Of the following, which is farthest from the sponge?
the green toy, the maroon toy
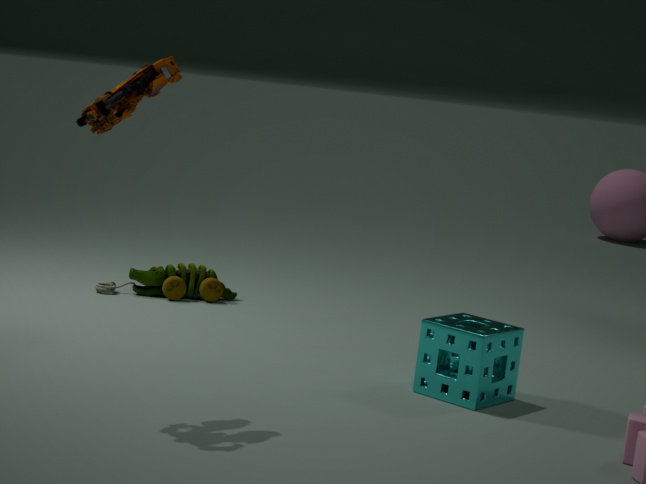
the green toy
